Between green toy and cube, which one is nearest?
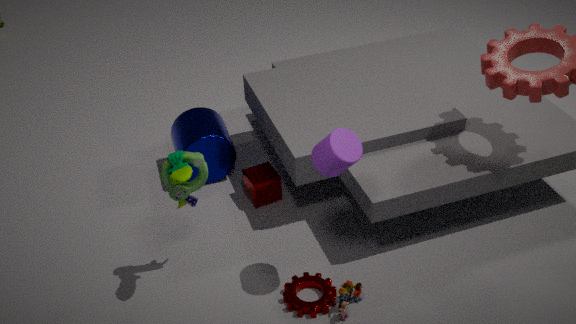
green toy
